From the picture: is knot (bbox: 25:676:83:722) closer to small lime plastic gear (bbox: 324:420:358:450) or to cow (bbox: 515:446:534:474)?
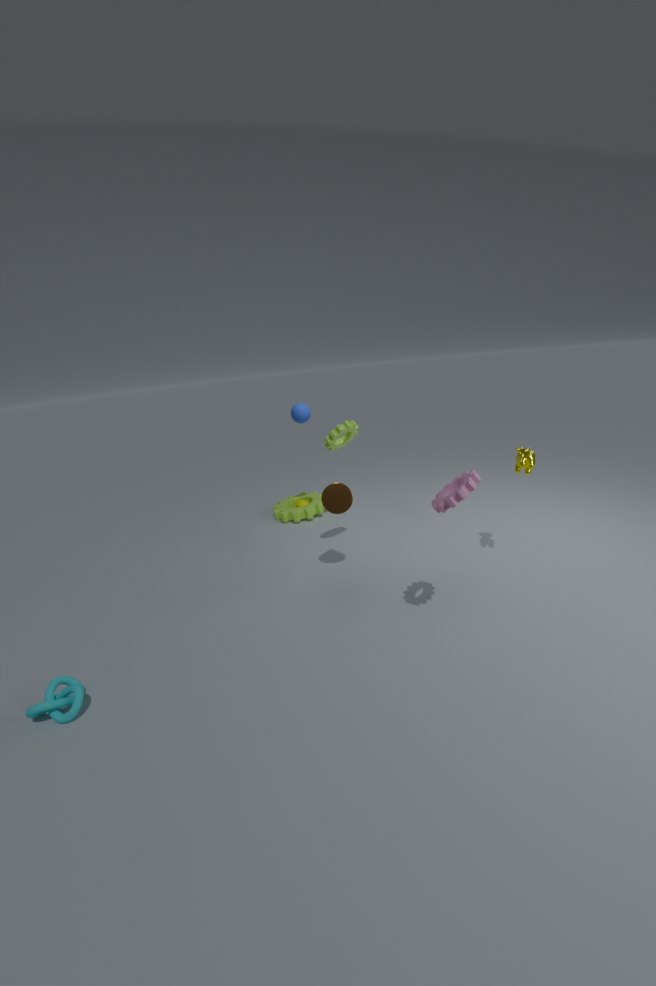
small lime plastic gear (bbox: 324:420:358:450)
